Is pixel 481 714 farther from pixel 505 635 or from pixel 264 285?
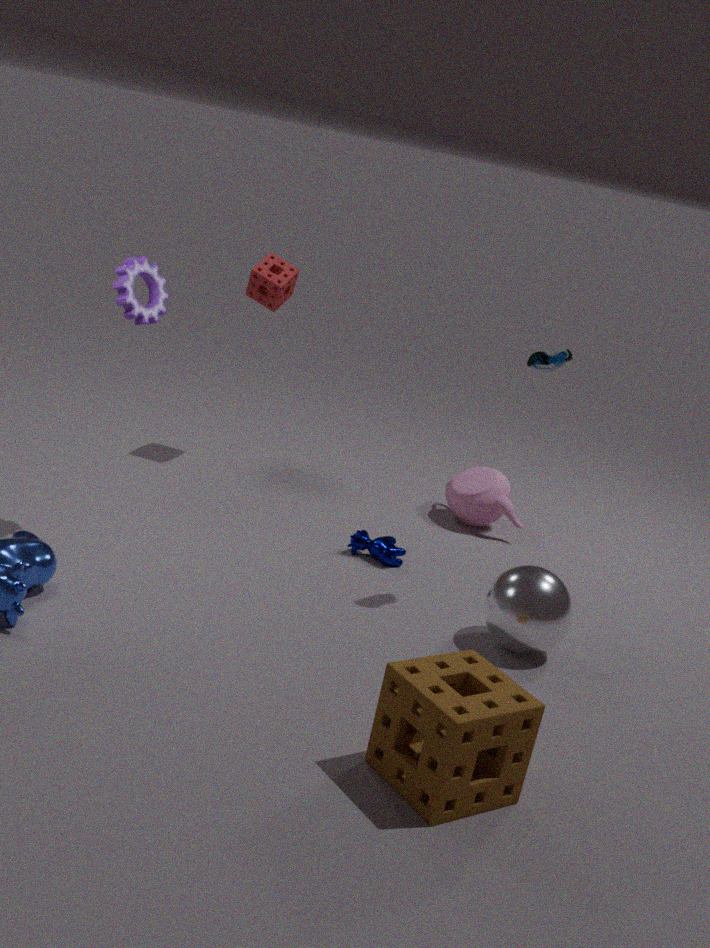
pixel 264 285
